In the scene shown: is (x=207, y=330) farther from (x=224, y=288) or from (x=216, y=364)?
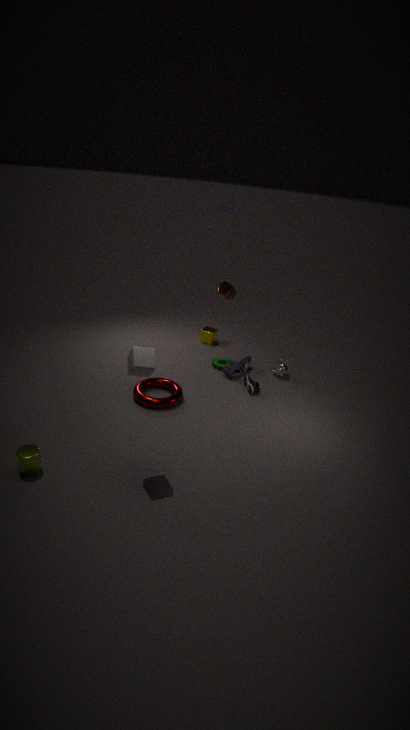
(x=224, y=288)
